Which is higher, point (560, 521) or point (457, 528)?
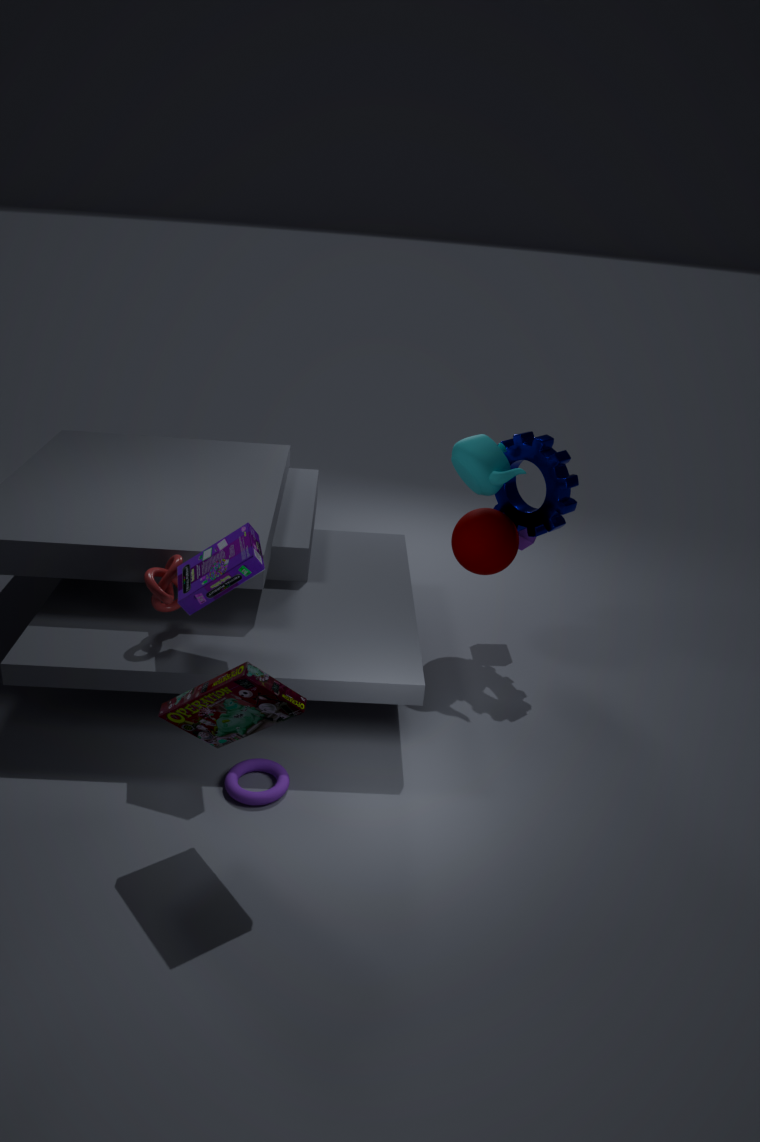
point (560, 521)
